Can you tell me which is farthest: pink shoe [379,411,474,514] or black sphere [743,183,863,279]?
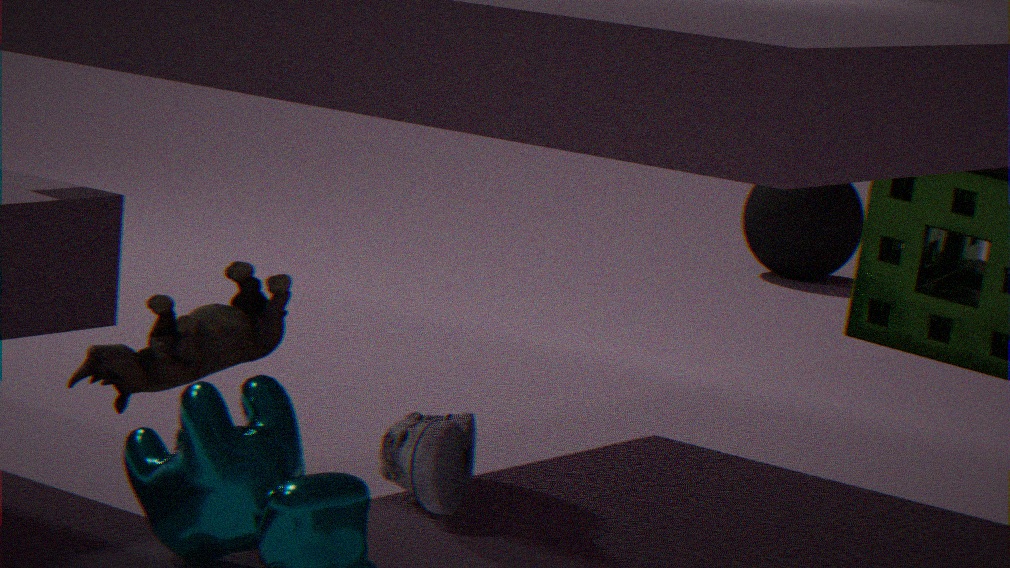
black sphere [743,183,863,279]
